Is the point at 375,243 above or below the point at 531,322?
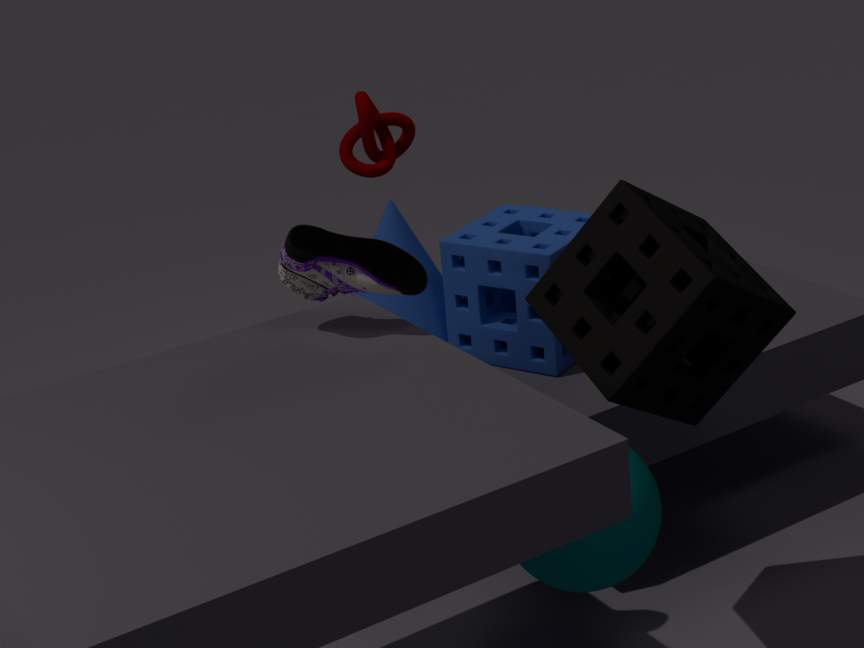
above
